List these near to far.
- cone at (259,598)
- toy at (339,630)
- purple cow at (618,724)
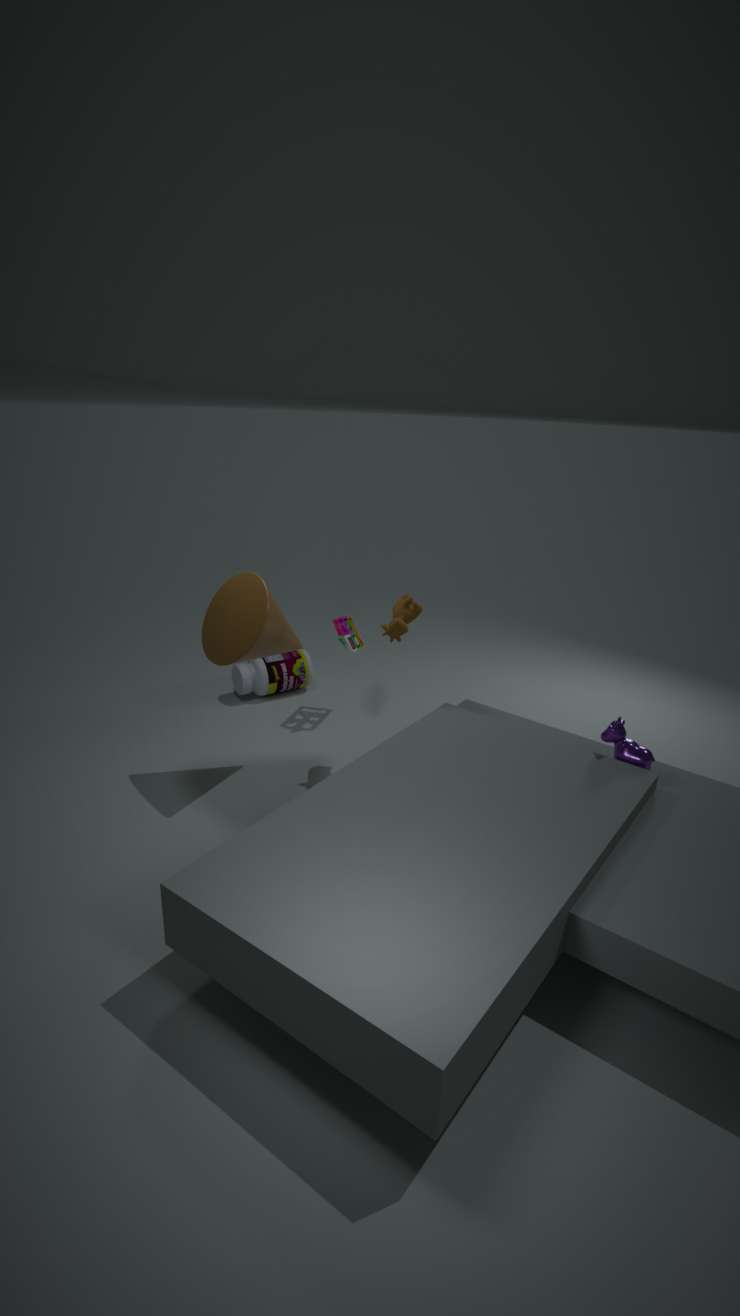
purple cow at (618,724), cone at (259,598), toy at (339,630)
